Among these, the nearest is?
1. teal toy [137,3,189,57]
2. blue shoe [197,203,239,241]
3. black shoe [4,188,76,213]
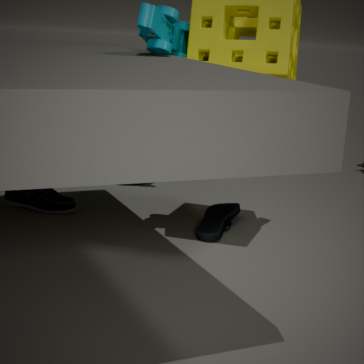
teal toy [137,3,189,57]
